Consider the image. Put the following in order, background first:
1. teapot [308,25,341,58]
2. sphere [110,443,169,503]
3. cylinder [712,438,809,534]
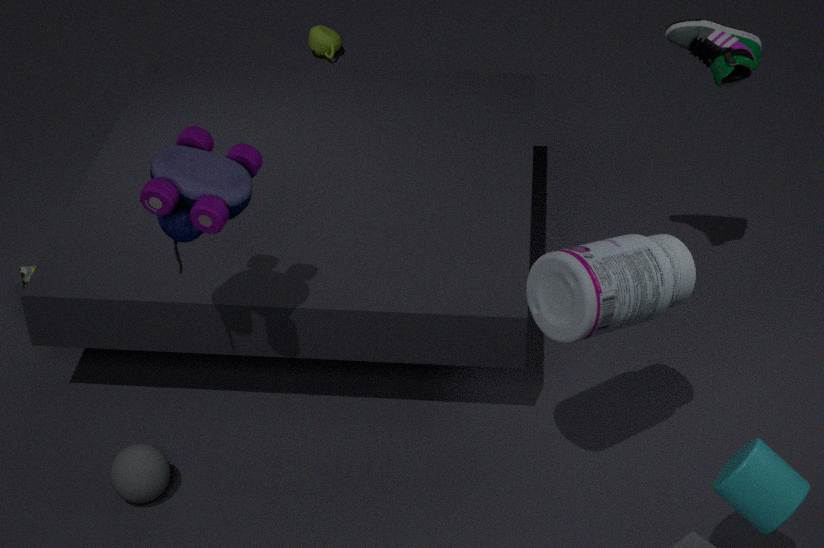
1. teapot [308,25,341,58]
2. sphere [110,443,169,503]
3. cylinder [712,438,809,534]
